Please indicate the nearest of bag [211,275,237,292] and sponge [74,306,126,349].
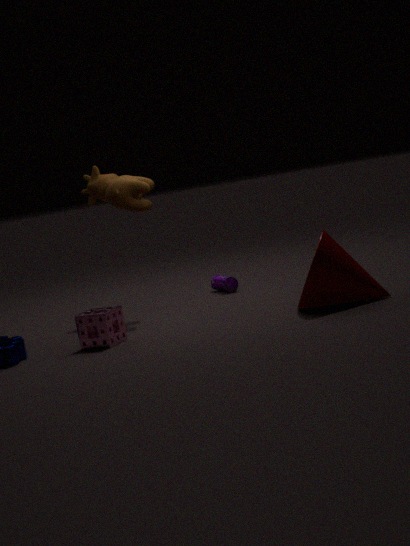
sponge [74,306,126,349]
